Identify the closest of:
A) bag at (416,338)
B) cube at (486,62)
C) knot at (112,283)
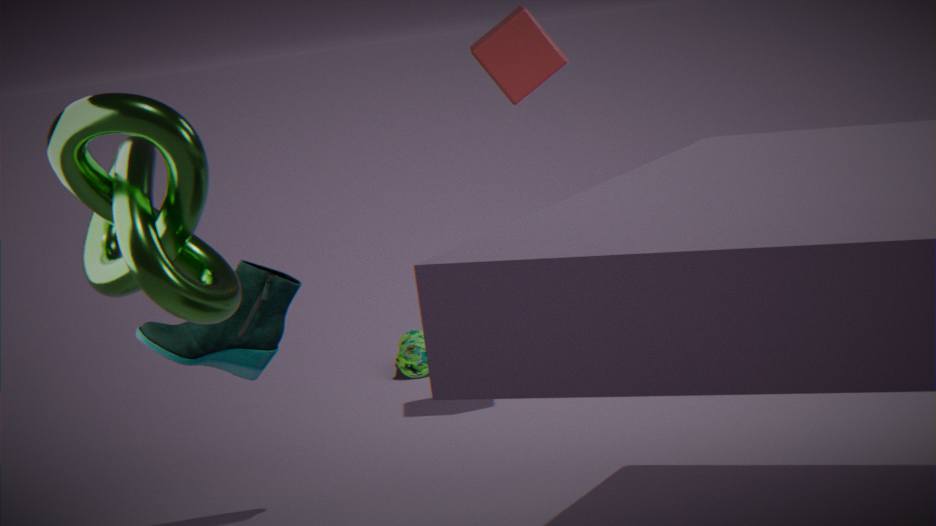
knot at (112,283)
